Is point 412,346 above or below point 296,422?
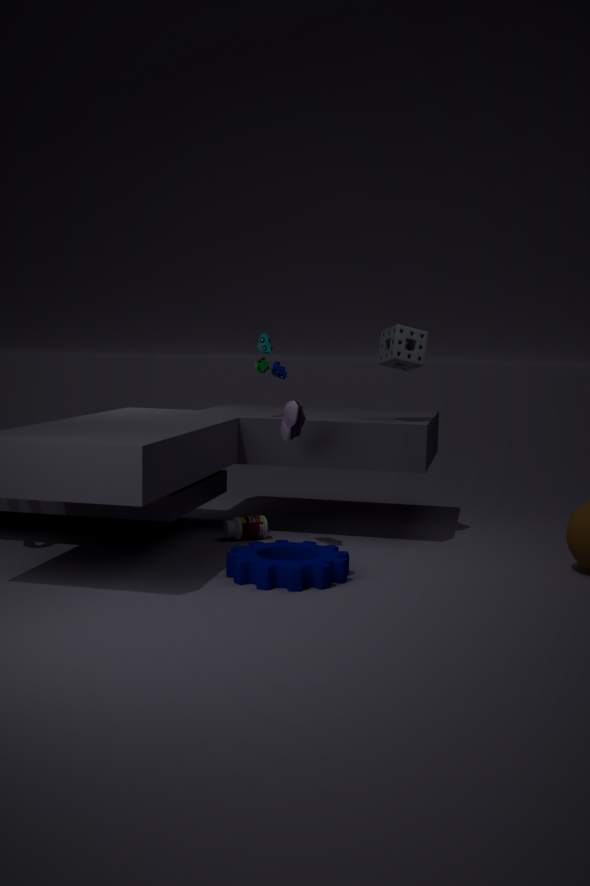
above
